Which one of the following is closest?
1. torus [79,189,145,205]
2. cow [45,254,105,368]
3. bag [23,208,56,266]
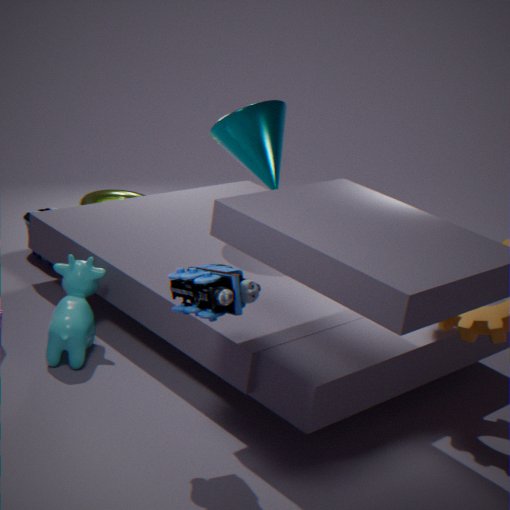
cow [45,254,105,368]
